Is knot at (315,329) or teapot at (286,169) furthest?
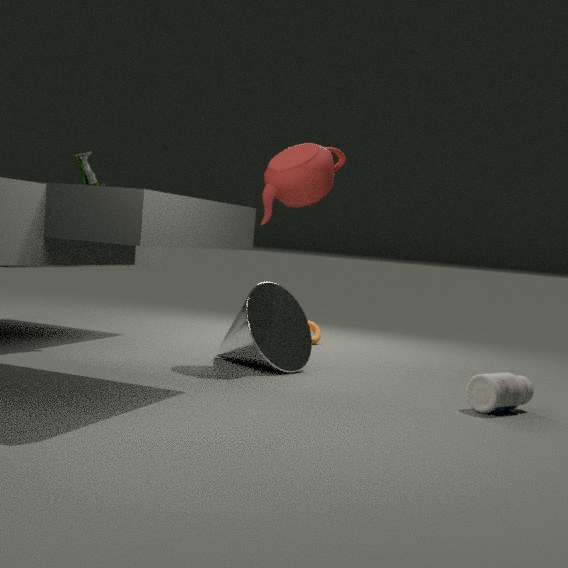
knot at (315,329)
